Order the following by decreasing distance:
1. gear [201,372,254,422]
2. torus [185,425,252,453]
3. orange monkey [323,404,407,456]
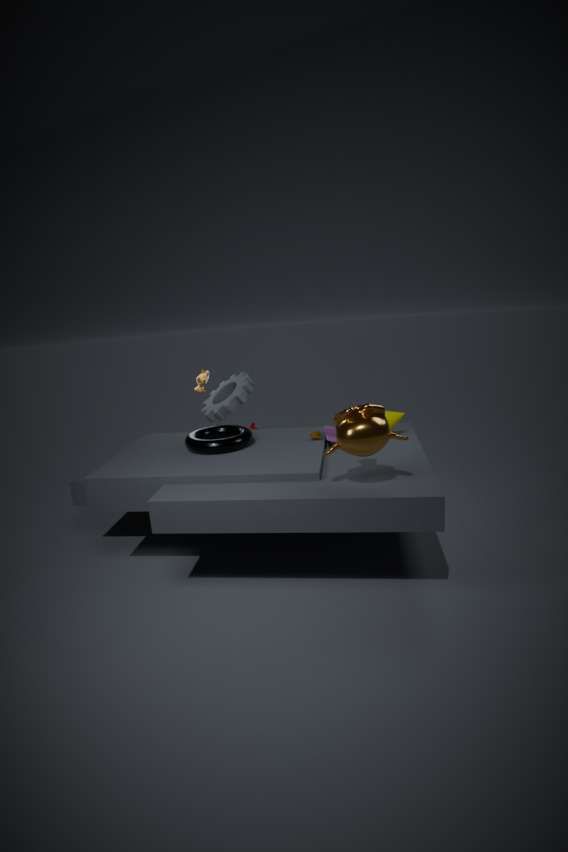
gear [201,372,254,422] < torus [185,425,252,453] < orange monkey [323,404,407,456]
